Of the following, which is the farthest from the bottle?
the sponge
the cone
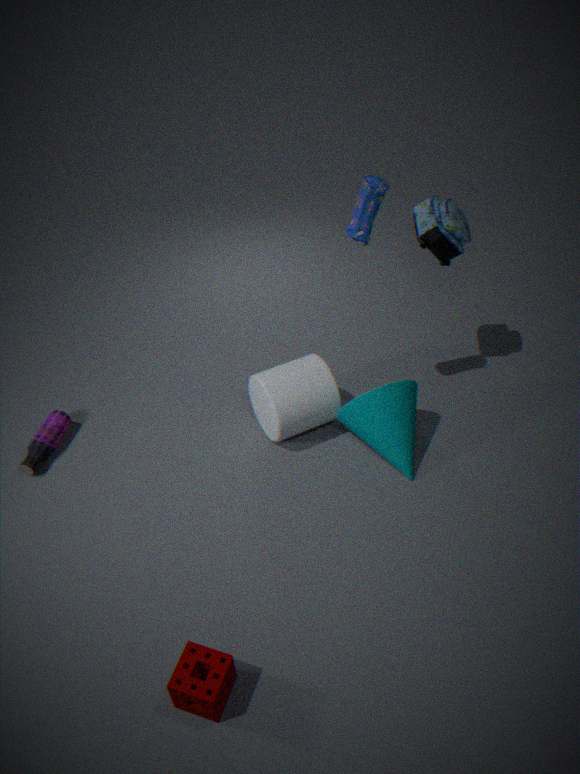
the cone
